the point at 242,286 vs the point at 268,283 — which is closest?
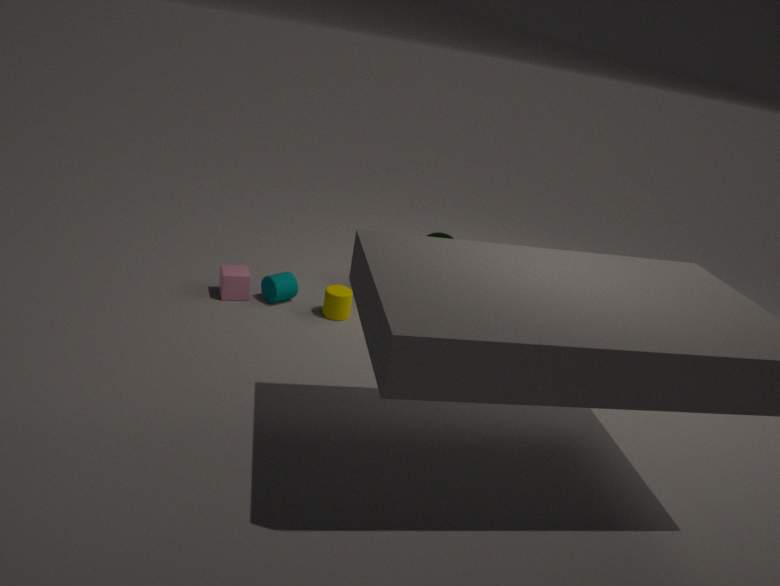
the point at 242,286
